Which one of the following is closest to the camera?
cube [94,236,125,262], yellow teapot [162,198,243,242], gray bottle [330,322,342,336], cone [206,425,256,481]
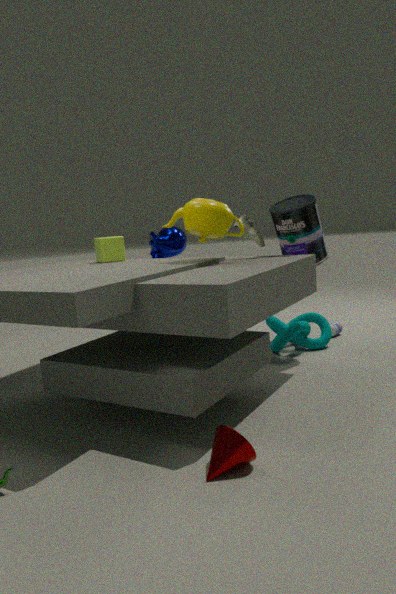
cone [206,425,256,481]
